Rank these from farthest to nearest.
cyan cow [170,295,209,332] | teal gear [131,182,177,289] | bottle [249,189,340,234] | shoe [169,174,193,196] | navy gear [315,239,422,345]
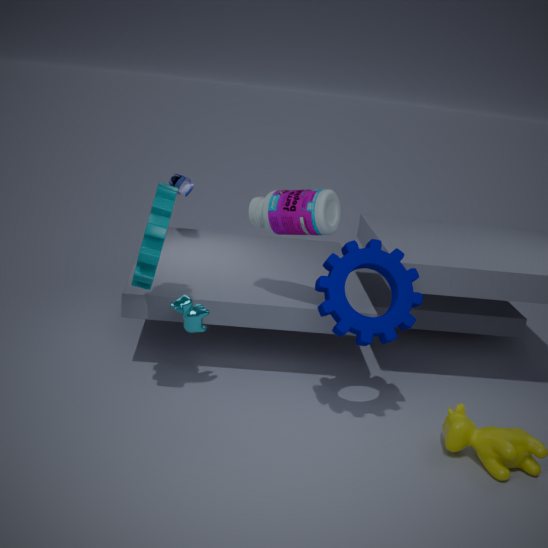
shoe [169,174,193,196] → bottle [249,189,340,234] → cyan cow [170,295,209,332] → navy gear [315,239,422,345] → teal gear [131,182,177,289]
